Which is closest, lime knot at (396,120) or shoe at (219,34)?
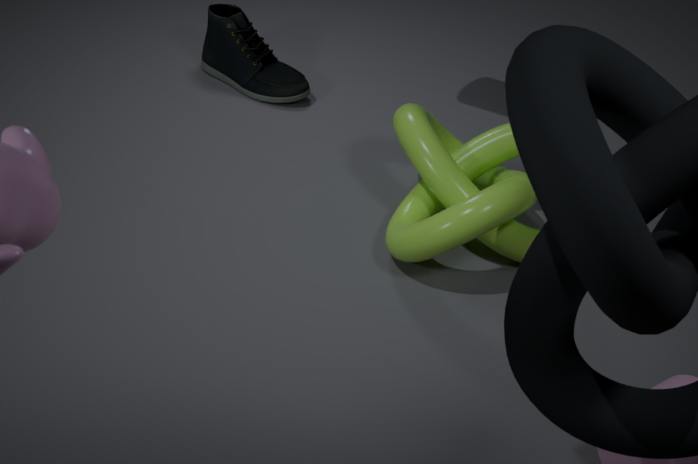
lime knot at (396,120)
